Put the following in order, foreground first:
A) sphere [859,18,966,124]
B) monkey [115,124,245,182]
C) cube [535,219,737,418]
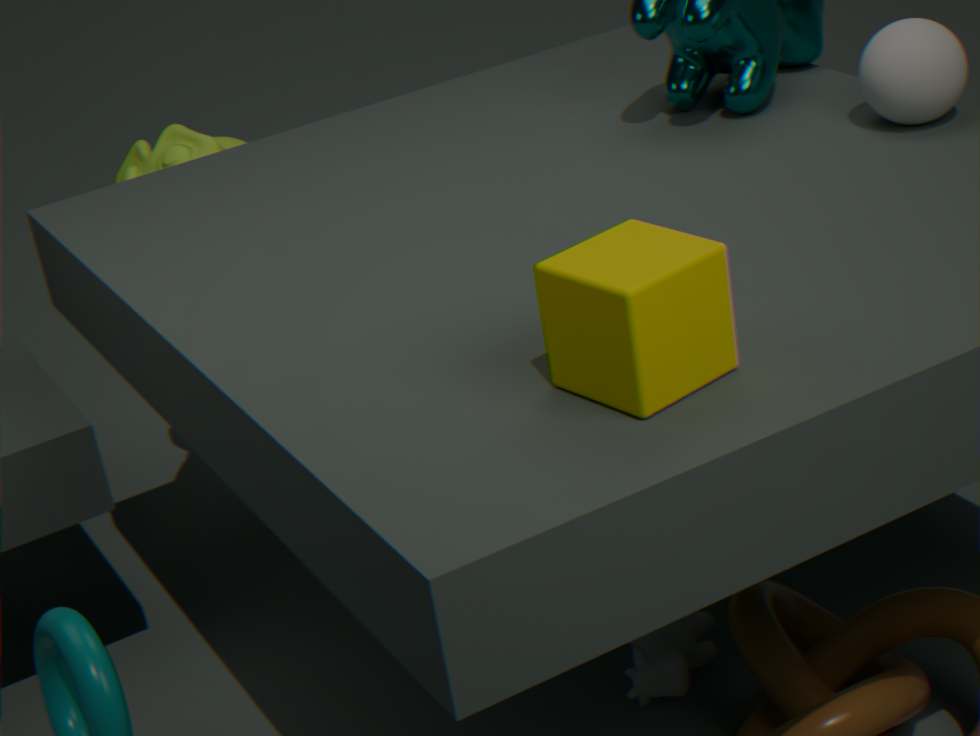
cube [535,219,737,418] → sphere [859,18,966,124] → monkey [115,124,245,182]
